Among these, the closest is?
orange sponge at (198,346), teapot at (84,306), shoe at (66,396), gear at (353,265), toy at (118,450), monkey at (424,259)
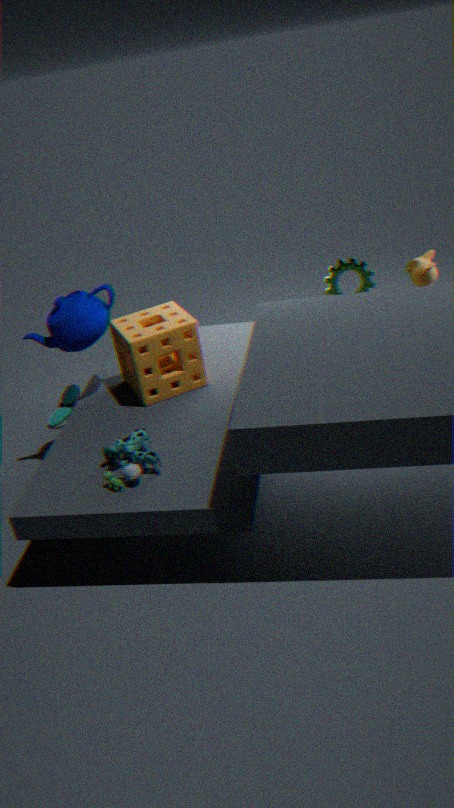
toy at (118,450)
